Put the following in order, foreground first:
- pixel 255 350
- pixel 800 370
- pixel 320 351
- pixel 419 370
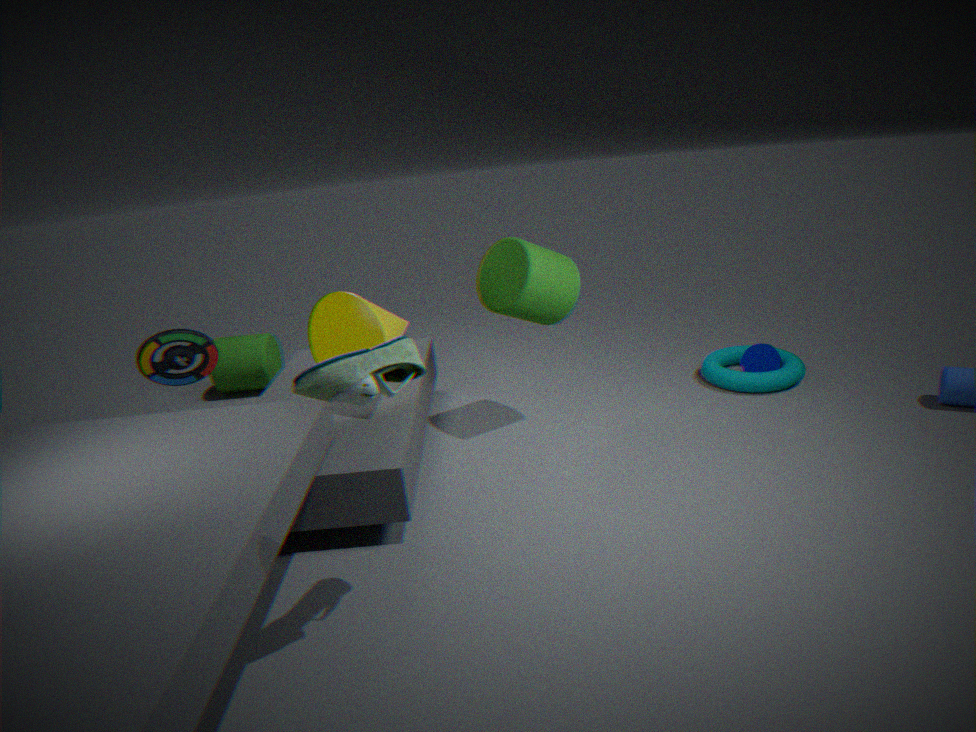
pixel 419 370 → pixel 320 351 → pixel 800 370 → pixel 255 350
